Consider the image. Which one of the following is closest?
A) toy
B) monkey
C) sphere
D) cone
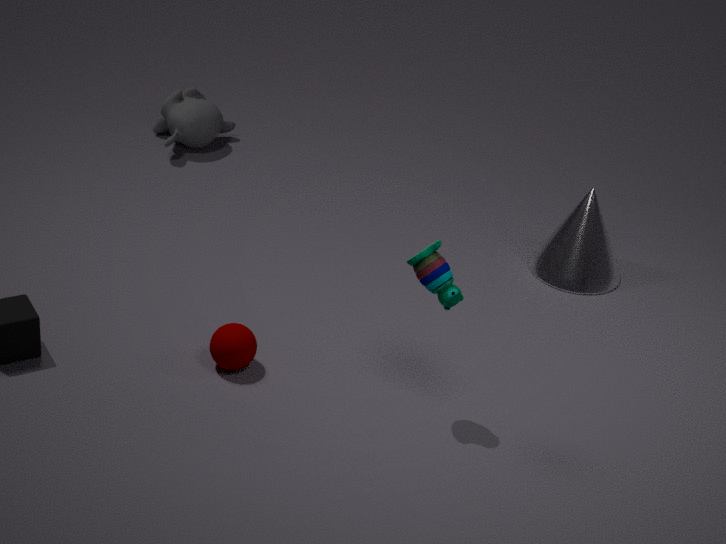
toy
